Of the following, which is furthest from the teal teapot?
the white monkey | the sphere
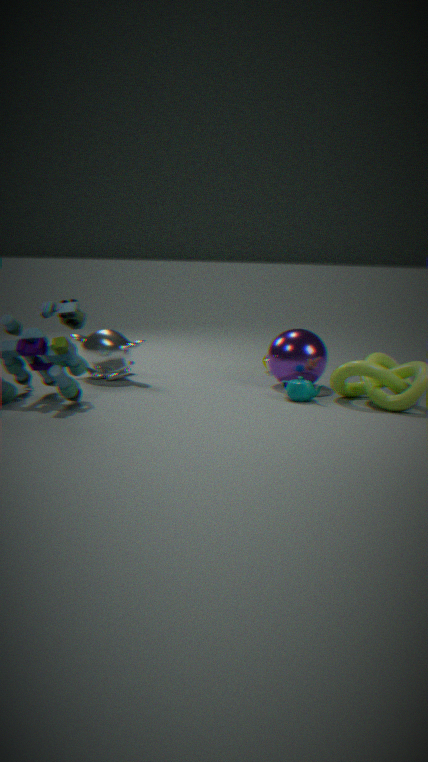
the white monkey
